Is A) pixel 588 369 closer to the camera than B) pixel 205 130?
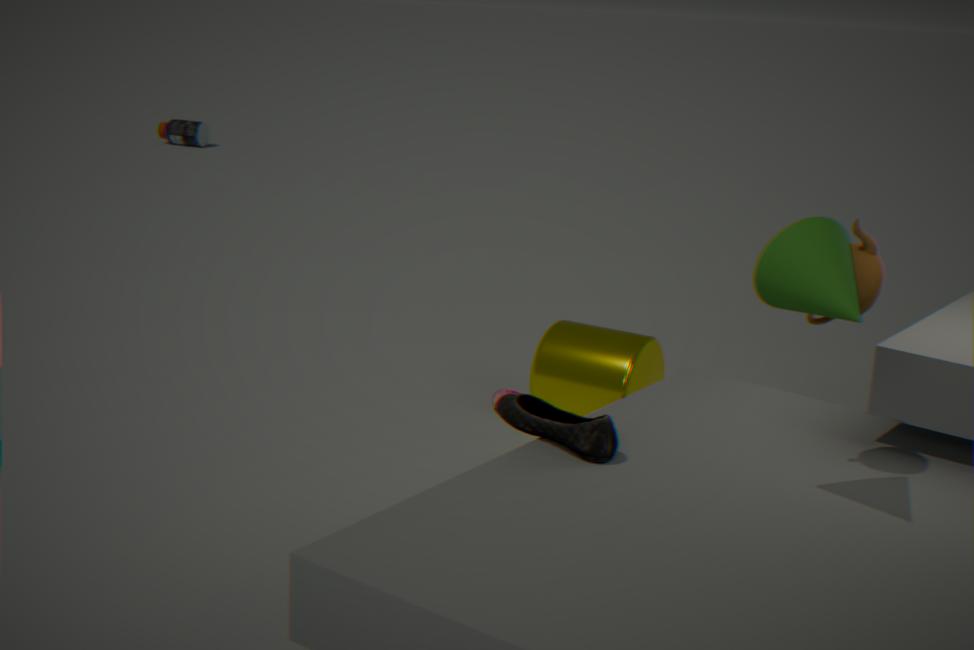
Yes
